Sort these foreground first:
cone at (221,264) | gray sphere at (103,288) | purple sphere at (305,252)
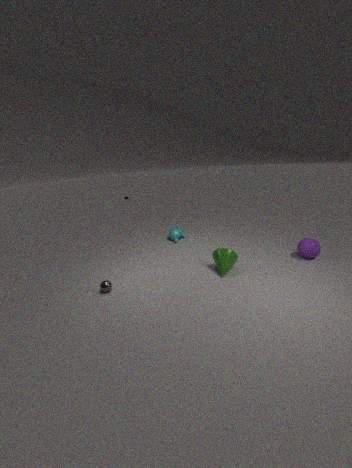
gray sphere at (103,288) → cone at (221,264) → purple sphere at (305,252)
